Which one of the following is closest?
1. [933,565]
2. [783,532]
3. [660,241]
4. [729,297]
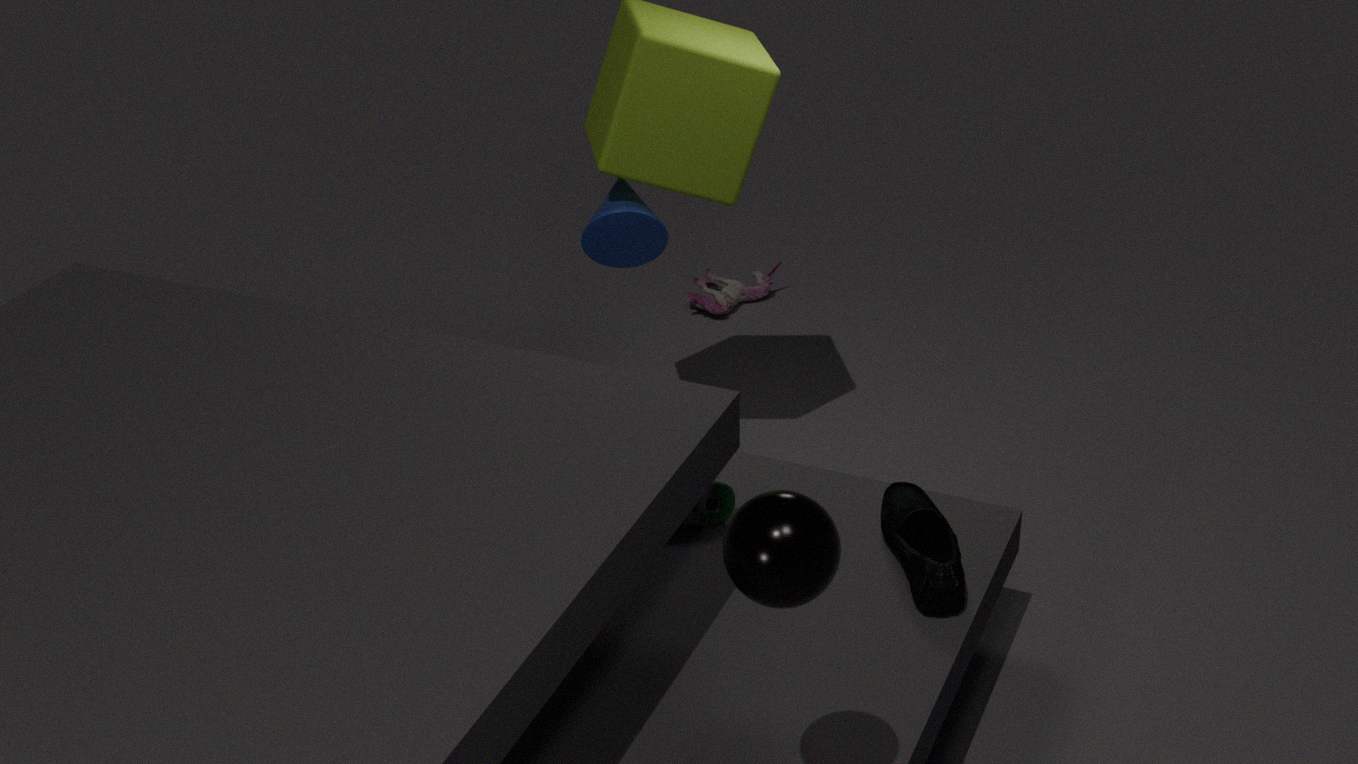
[783,532]
